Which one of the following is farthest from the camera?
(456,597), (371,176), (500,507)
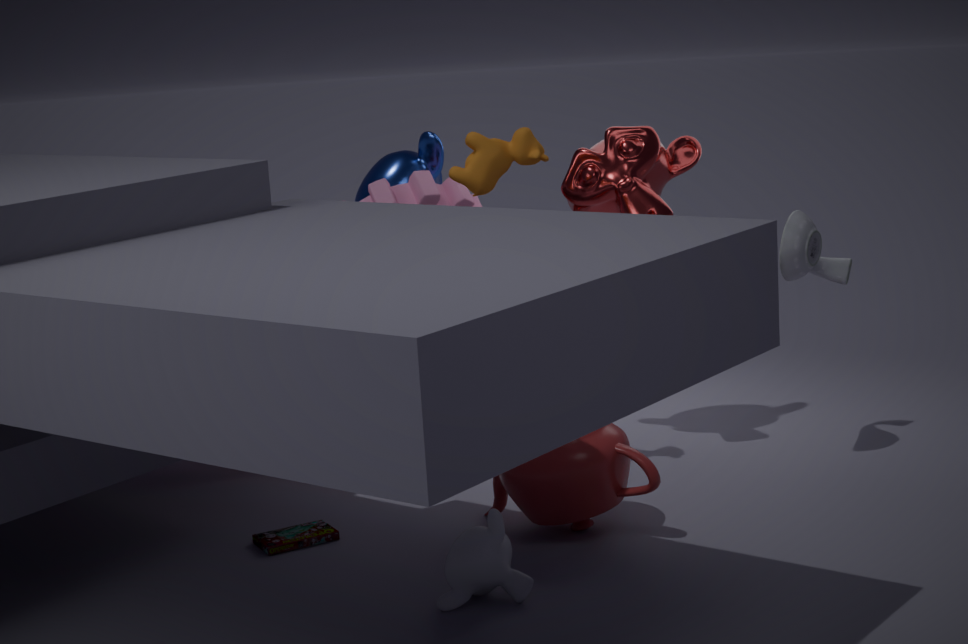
(371,176)
